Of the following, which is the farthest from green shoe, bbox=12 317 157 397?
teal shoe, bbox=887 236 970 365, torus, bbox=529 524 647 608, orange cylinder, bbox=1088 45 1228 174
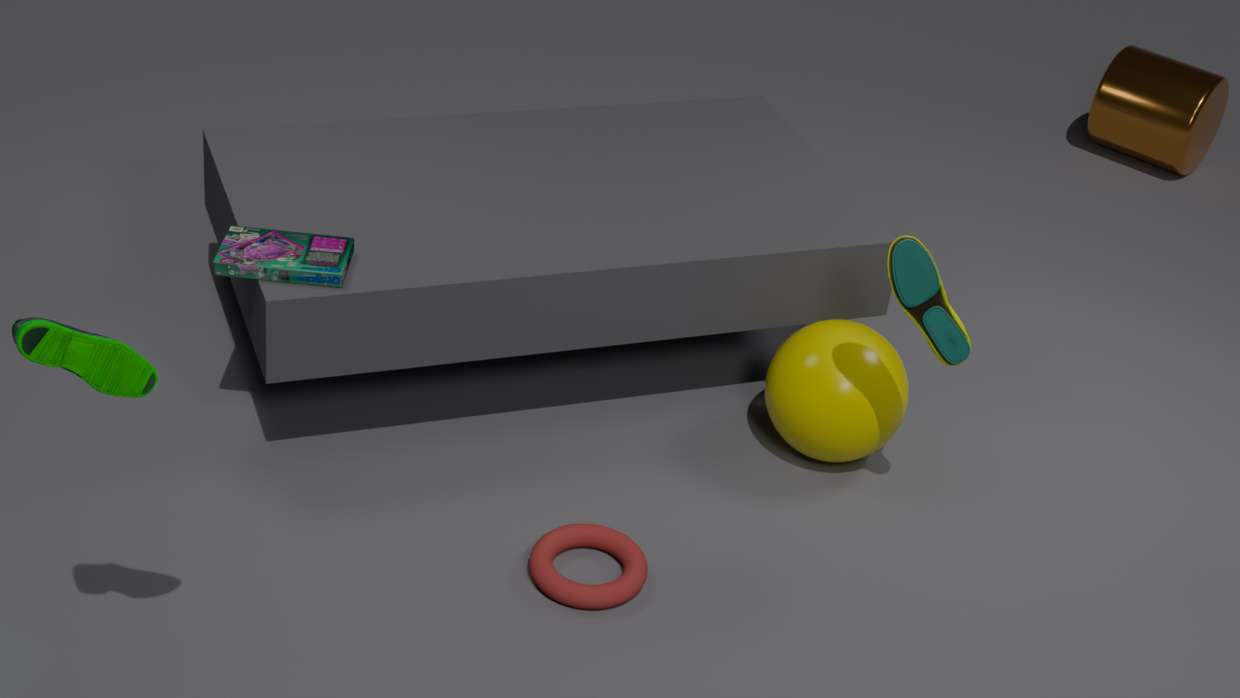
orange cylinder, bbox=1088 45 1228 174
